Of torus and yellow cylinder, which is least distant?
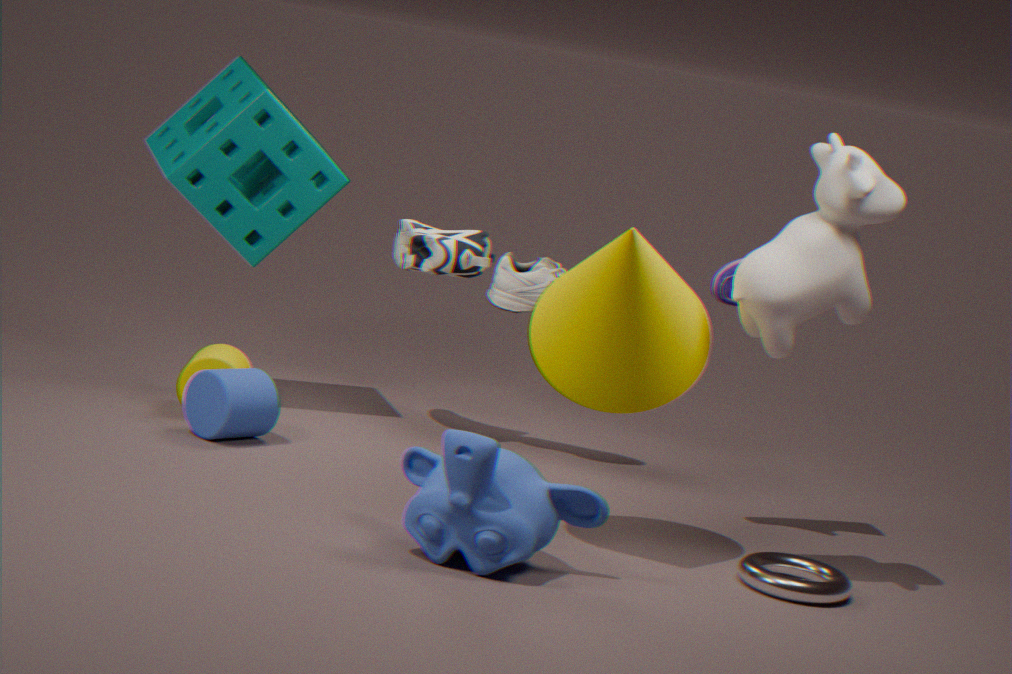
torus
